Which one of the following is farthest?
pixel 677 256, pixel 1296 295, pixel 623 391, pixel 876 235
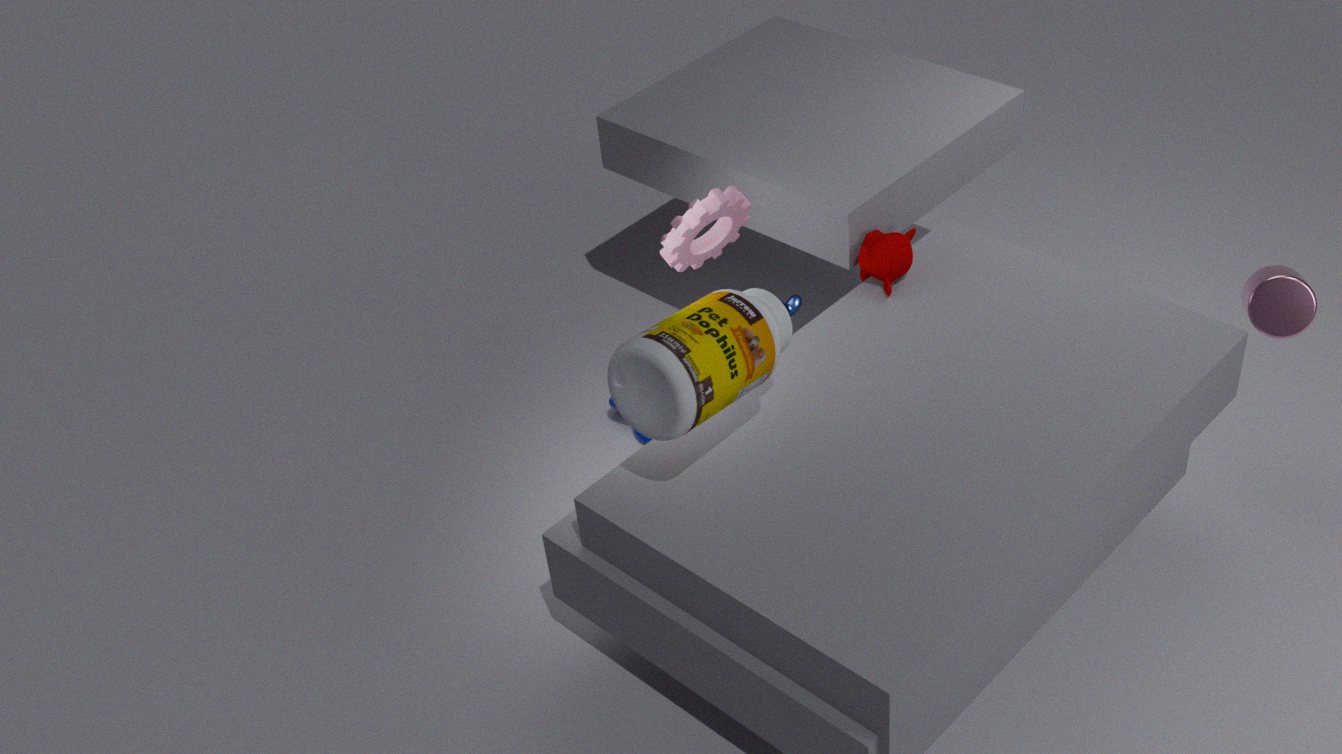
pixel 876 235
